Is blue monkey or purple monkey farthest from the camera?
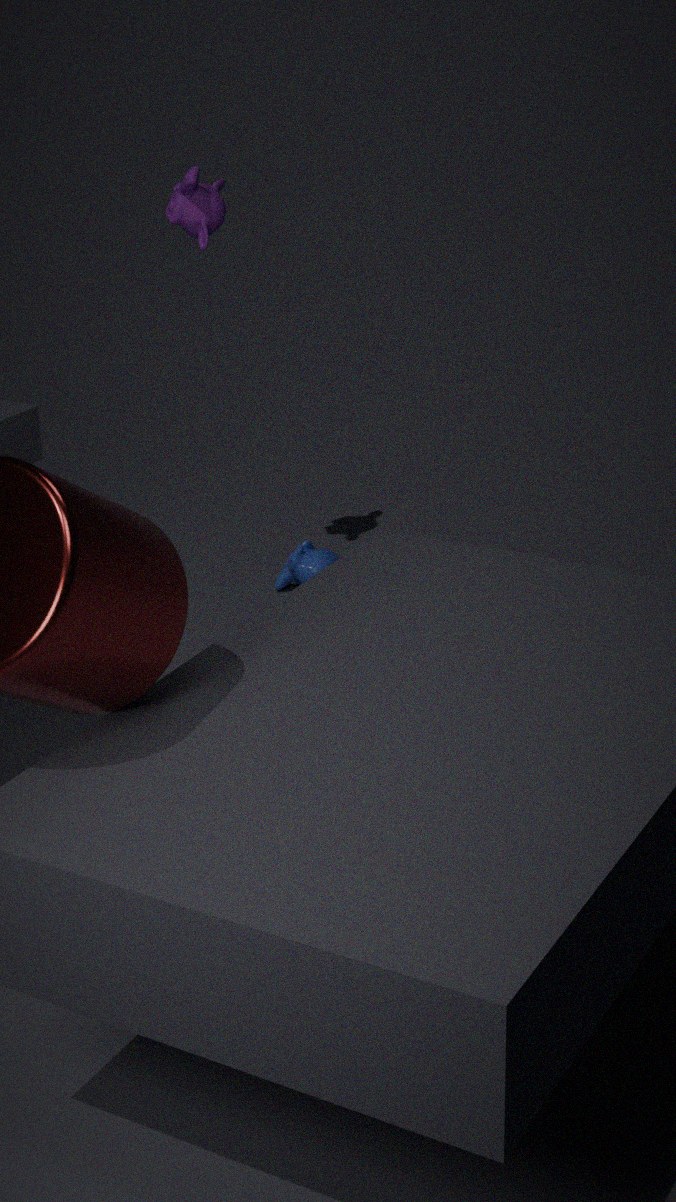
blue monkey
